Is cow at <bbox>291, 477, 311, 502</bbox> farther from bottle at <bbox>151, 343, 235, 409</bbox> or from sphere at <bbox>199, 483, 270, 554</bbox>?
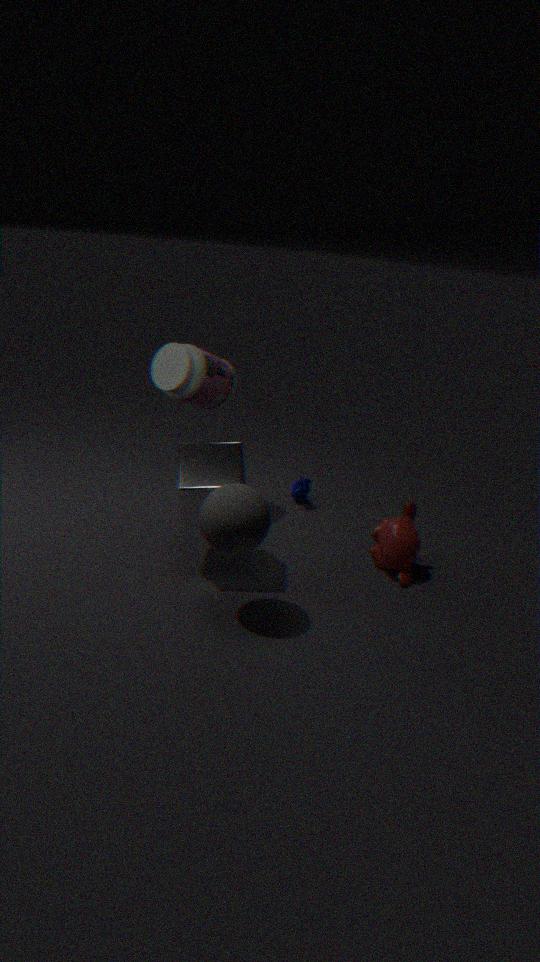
sphere at <bbox>199, 483, 270, 554</bbox>
